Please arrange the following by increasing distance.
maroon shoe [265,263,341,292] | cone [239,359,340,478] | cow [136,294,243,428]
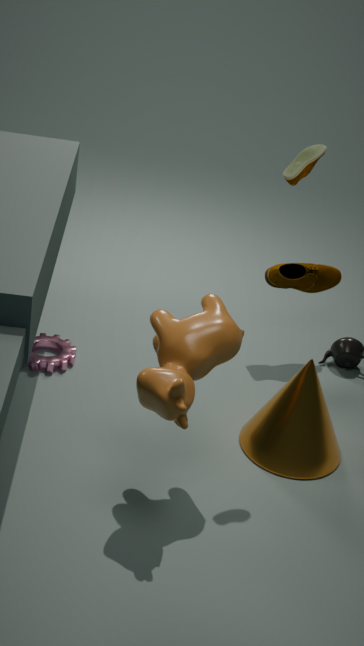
cow [136,294,243,428] → cone [239,359,340,478] → maroon shoe [265,263,341,292]
